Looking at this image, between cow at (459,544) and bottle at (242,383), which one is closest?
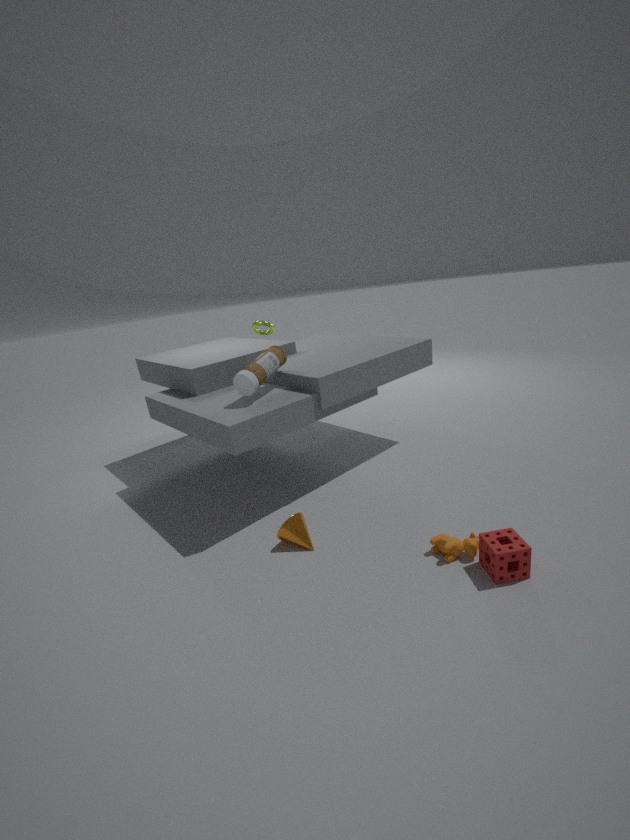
cow at (459,544)
